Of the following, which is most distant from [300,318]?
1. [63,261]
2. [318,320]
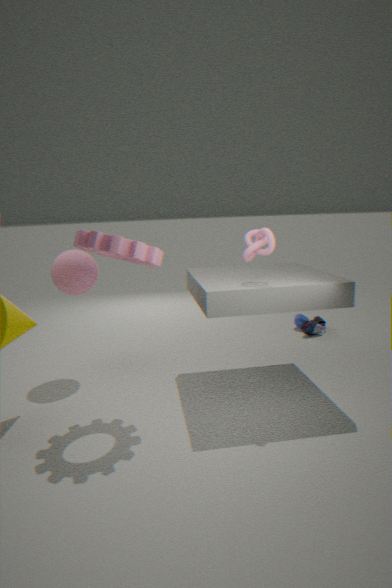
[63,261]
